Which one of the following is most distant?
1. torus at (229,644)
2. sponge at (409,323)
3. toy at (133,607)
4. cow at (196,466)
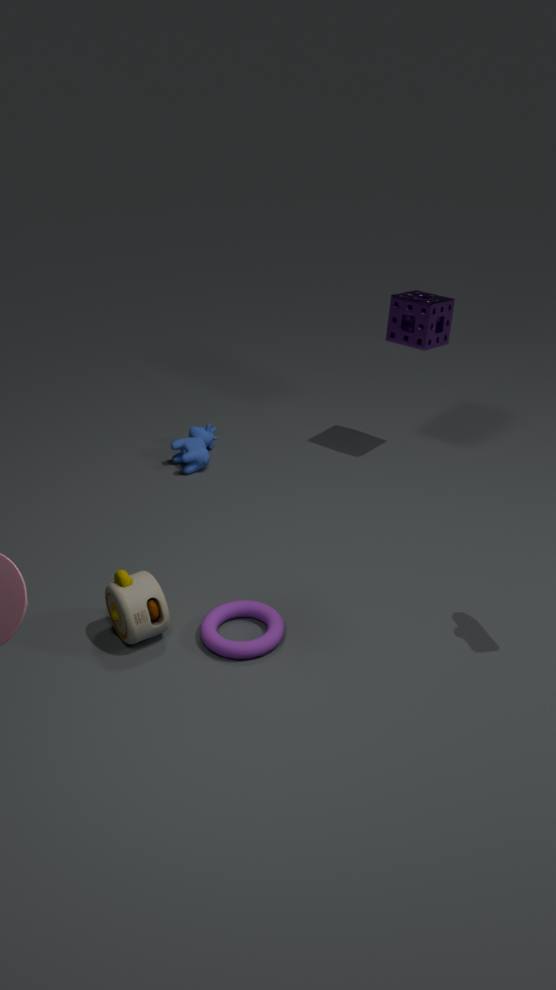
cow at (196,466)
